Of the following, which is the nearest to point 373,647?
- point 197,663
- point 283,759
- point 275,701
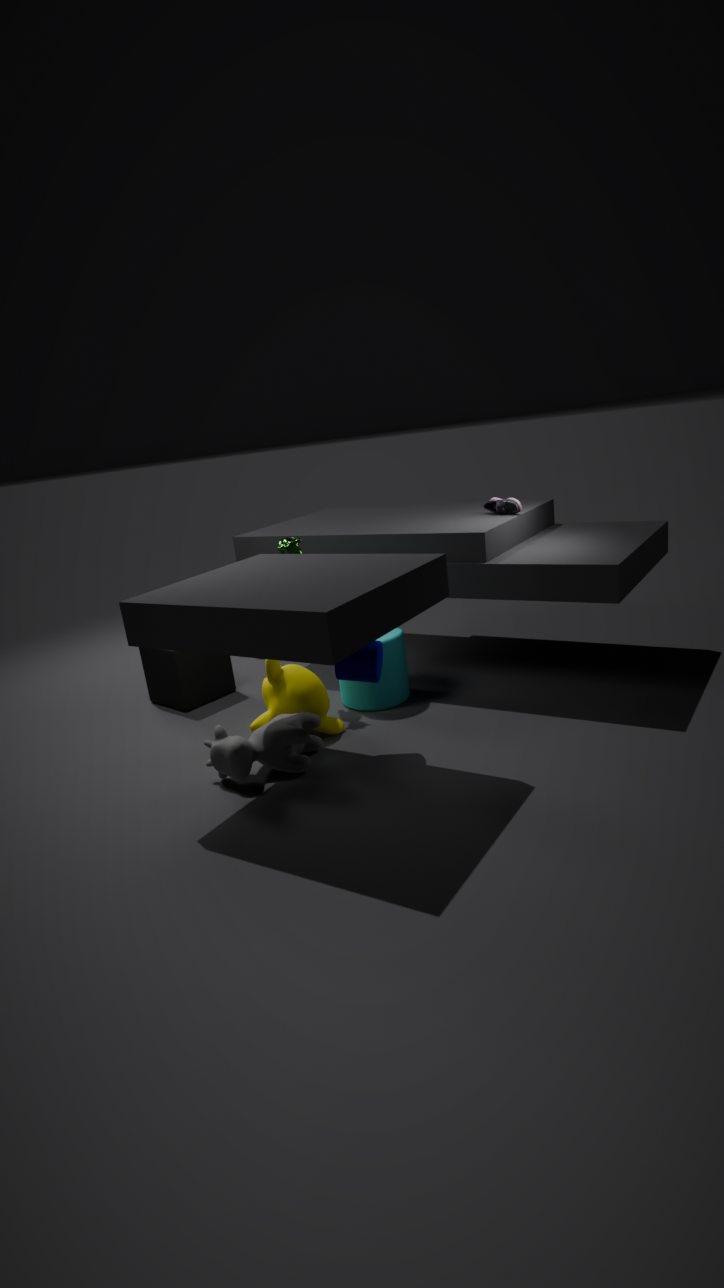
point 275,701
